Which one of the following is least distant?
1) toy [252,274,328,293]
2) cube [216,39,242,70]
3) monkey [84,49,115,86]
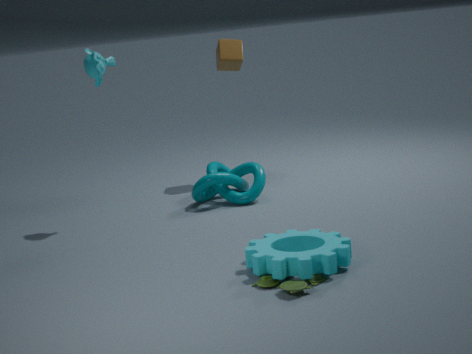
1. toy [252,274,328,293]
